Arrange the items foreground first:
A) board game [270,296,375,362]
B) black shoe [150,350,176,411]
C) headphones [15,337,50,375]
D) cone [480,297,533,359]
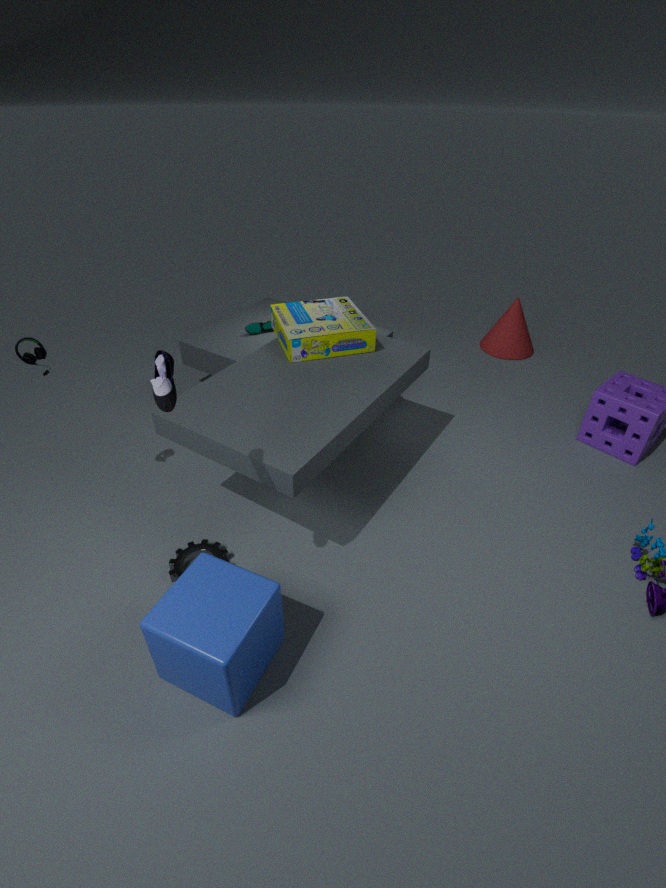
1. black shoe [150,350,176,411]
2. headphones [15,337,50,375]
3. board game [270,296,375,362]
4. cone [480,297,533,359]
